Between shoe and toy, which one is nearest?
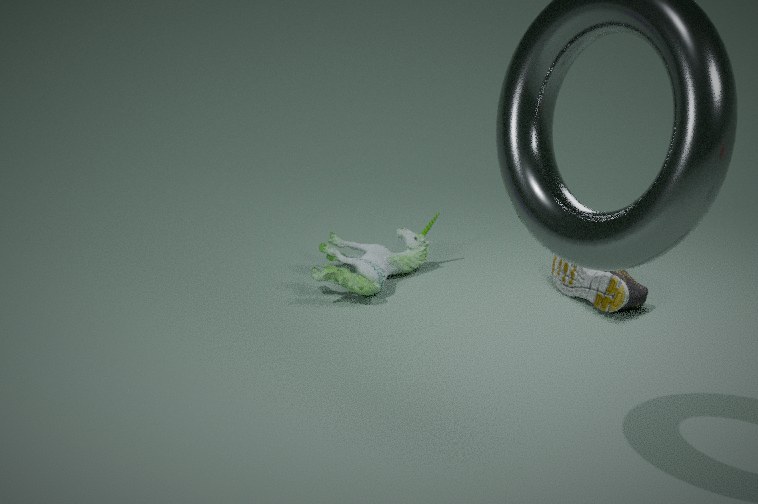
shoe
